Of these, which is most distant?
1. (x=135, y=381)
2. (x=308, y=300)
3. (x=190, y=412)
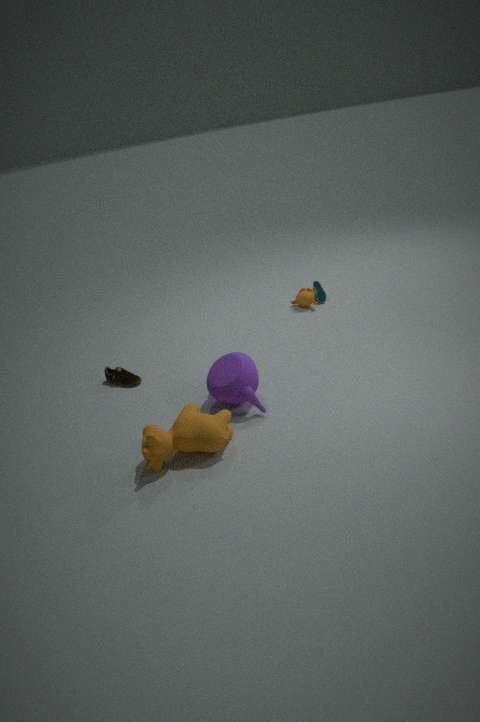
(x=308, y=300)
